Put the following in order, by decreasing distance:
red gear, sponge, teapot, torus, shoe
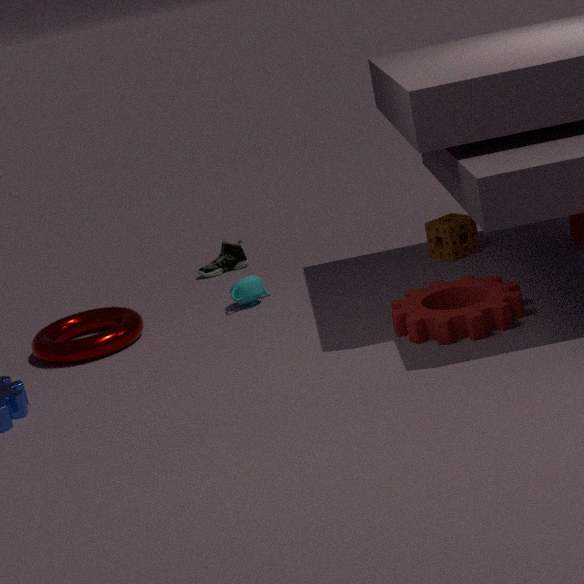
shoe
sponge
teapot
torus
red gear
